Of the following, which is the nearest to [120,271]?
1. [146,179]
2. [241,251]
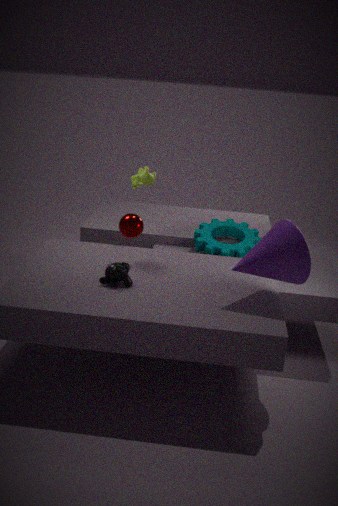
[146,179]
